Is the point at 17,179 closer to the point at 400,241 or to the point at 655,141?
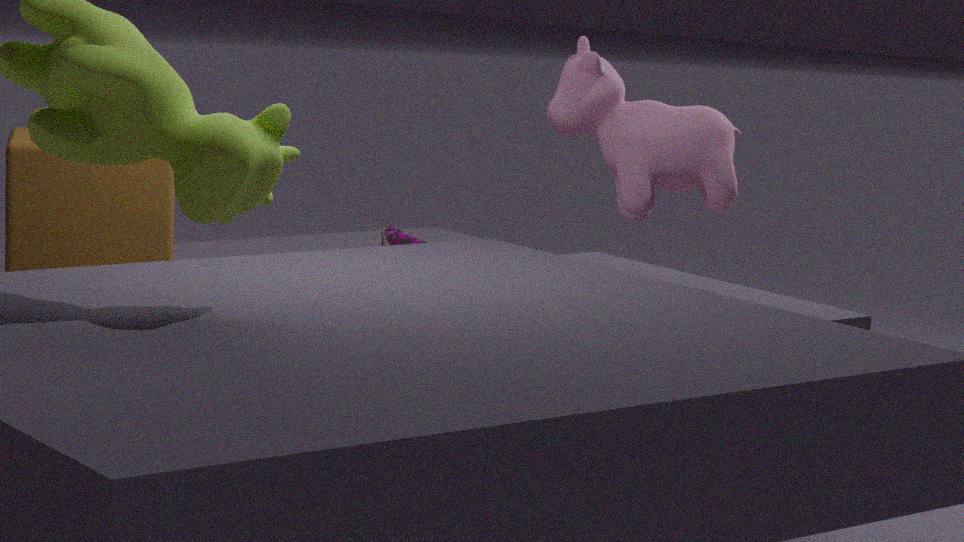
the point at 400,241
